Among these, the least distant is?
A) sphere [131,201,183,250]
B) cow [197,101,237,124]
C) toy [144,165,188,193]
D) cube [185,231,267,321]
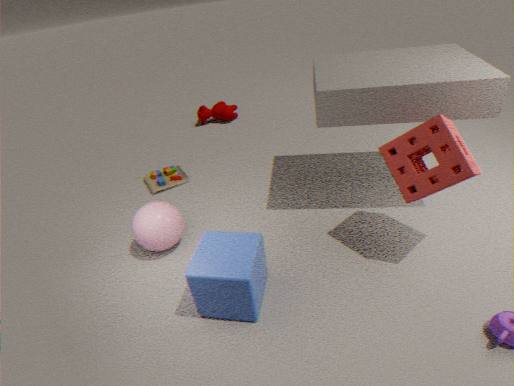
cube [185,231,267,321]
